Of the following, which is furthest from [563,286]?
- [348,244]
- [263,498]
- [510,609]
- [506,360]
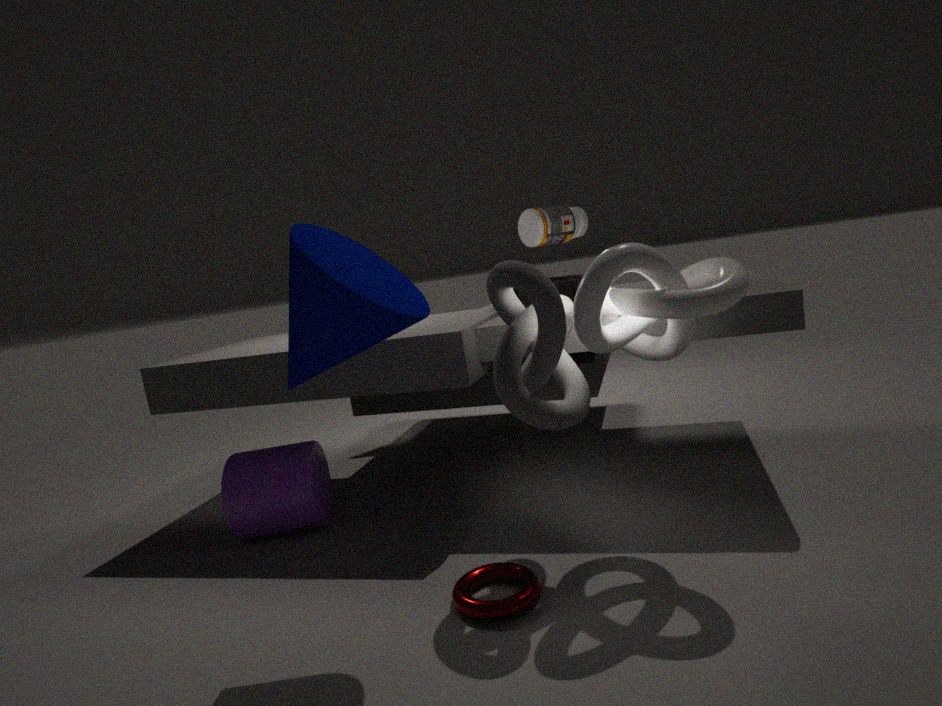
[510,609]
